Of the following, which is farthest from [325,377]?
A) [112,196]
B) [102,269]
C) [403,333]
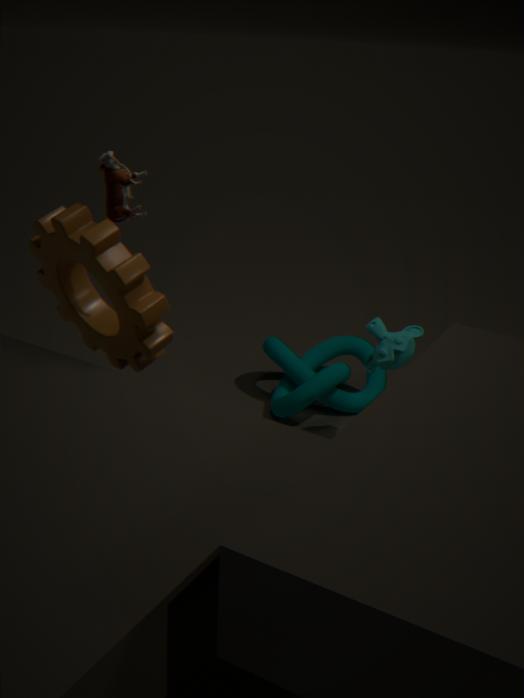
[112,196]
